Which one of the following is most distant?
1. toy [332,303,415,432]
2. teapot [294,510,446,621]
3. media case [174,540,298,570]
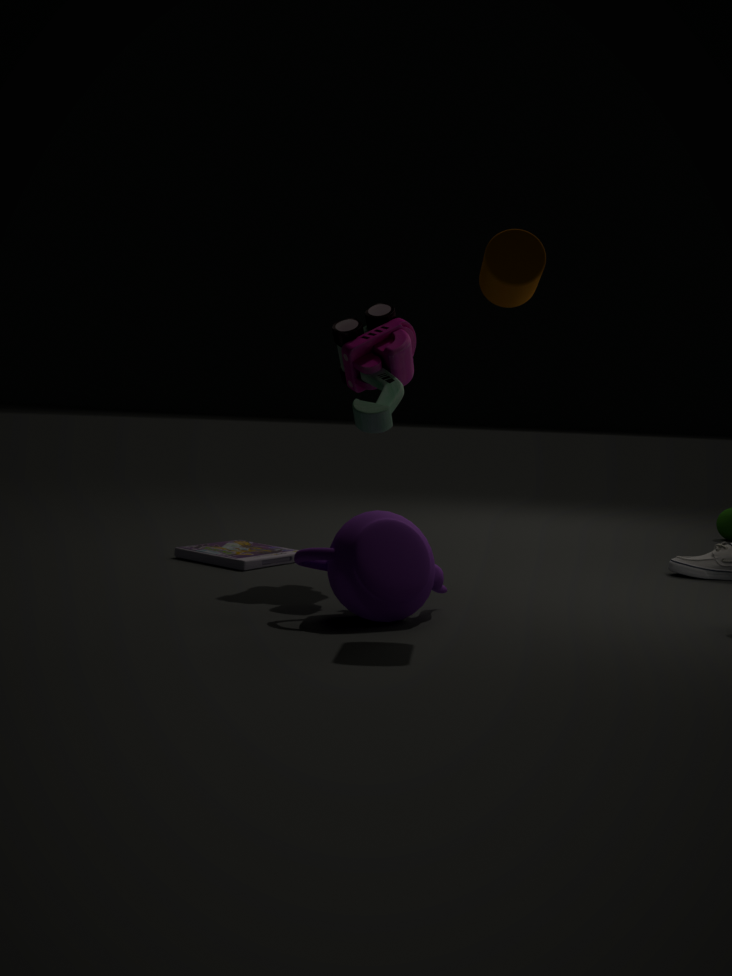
media case [174,540,298,570]
